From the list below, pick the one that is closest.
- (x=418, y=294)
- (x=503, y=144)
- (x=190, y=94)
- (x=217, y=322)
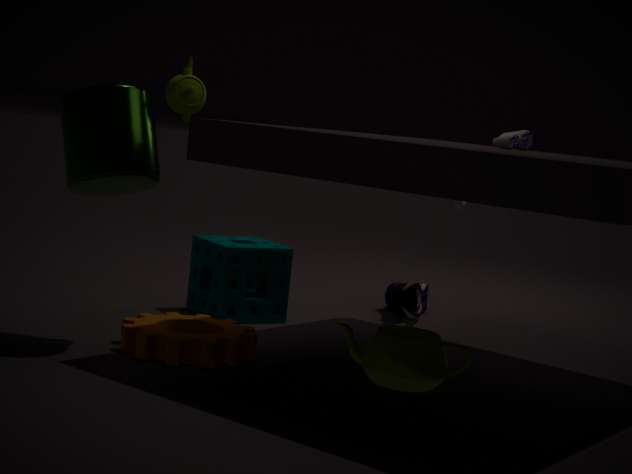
(x=190, y=94)
